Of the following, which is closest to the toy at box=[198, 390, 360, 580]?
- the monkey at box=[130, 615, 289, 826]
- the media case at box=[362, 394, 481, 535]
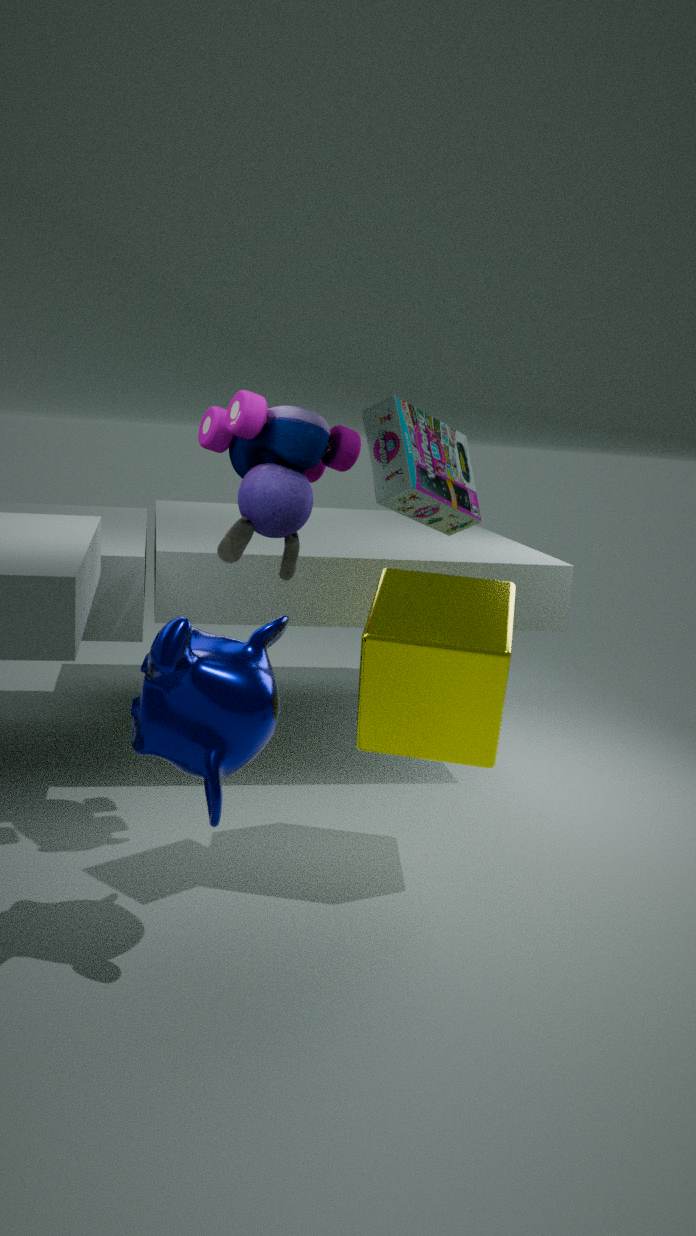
the media case at box=[362, 394, 481, 535]
